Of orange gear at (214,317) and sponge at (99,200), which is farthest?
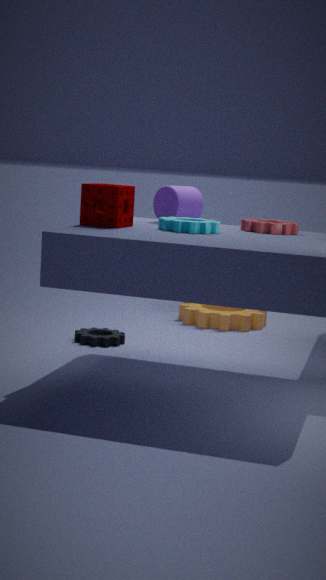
orange gear at (214,317)
